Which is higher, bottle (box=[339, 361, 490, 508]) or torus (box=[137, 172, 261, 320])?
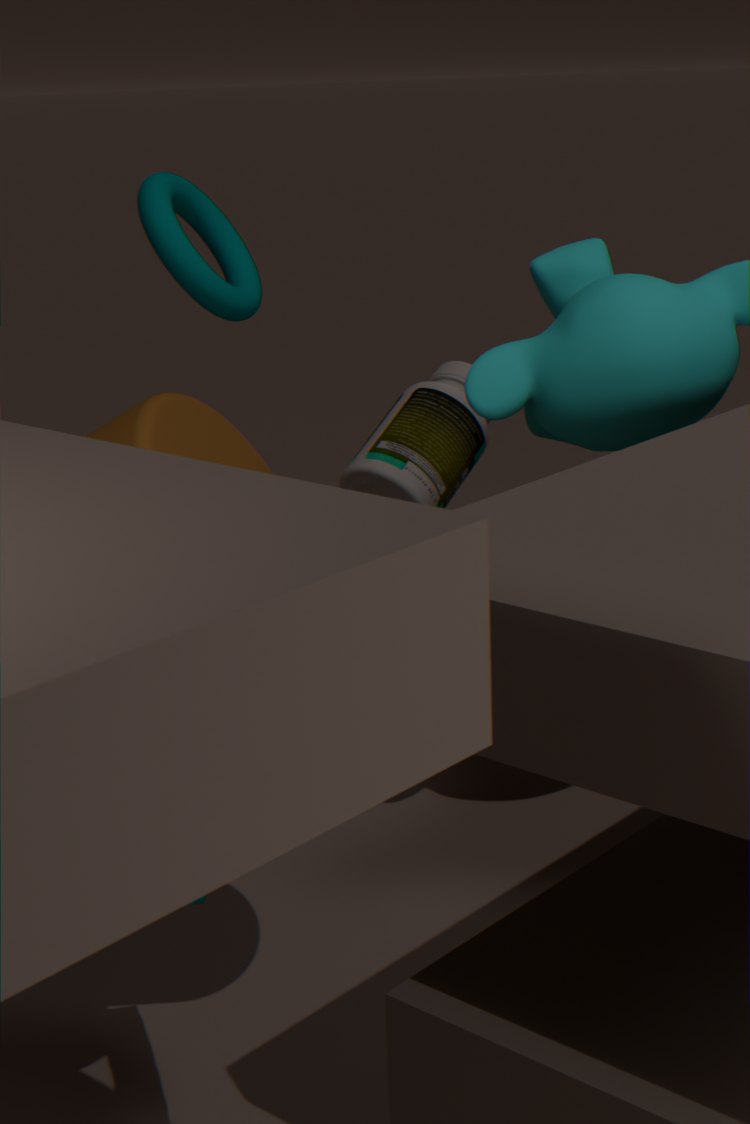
torus (box=[137, 172, 261, 320])
